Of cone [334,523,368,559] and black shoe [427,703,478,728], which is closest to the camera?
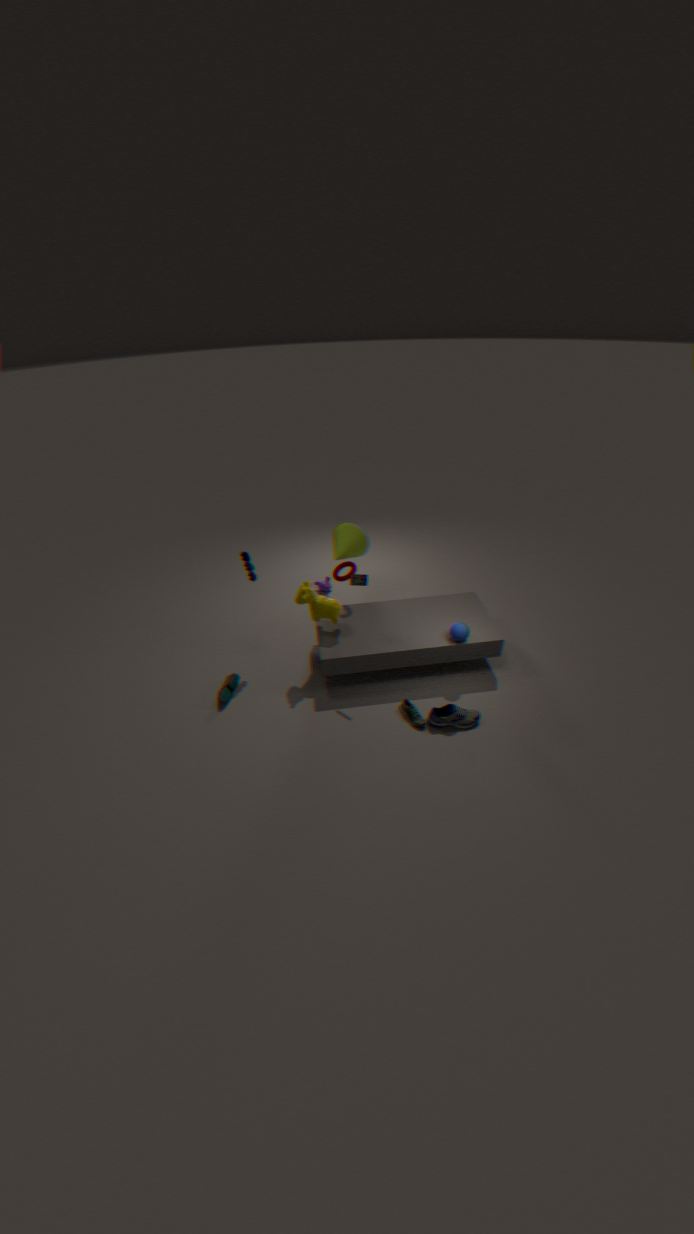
black shoe [427,703,478,728]
